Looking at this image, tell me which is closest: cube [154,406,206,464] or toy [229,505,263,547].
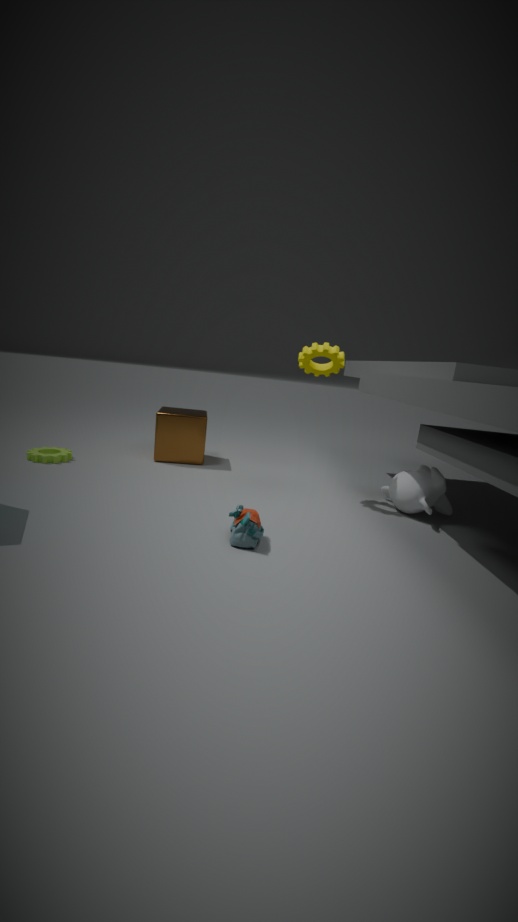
toy [229,505,263,547]
